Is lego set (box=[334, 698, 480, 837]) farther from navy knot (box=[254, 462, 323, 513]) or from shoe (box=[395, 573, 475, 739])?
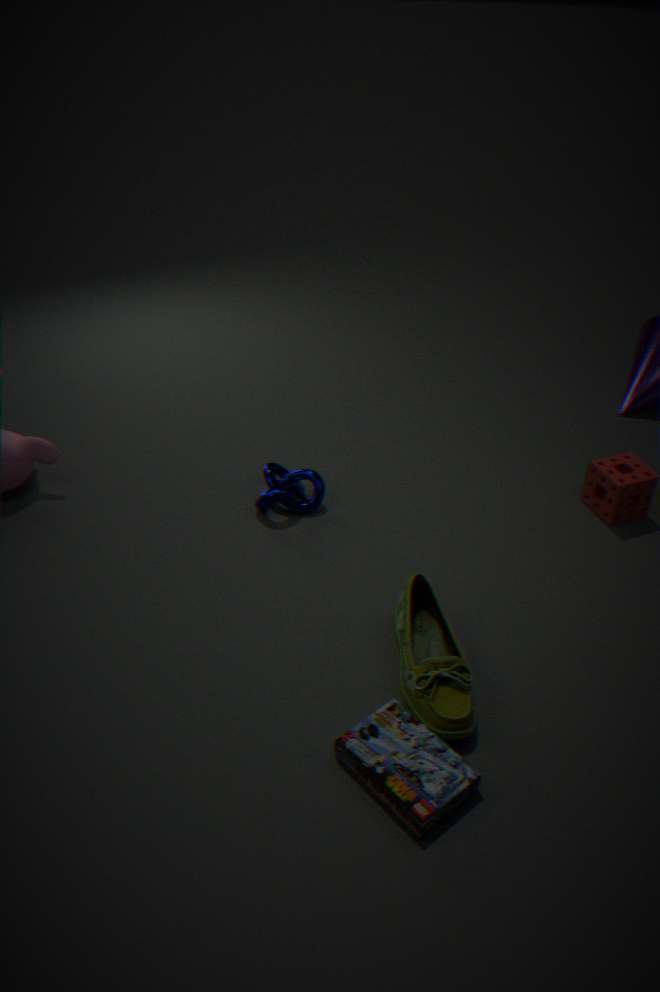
navy knot (box=[254, 462, 323, 513])
